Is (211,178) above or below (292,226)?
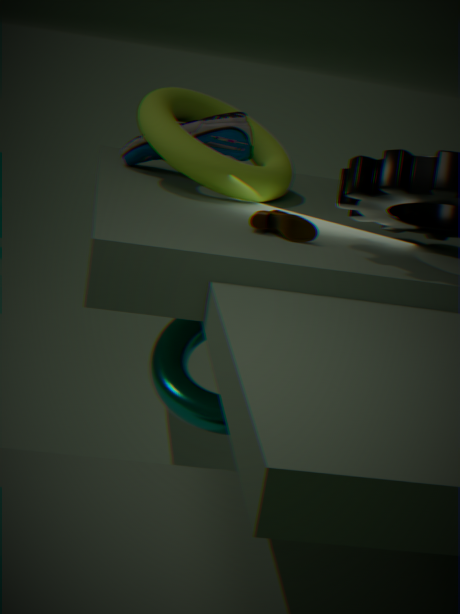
above
